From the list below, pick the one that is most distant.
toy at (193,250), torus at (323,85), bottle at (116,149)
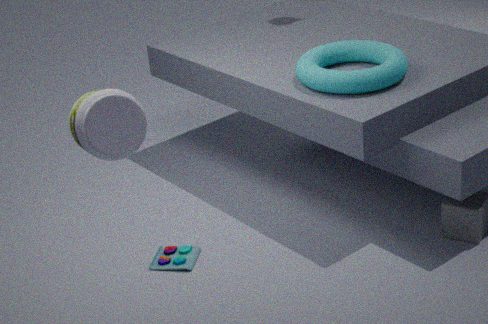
toy at (193,250)
